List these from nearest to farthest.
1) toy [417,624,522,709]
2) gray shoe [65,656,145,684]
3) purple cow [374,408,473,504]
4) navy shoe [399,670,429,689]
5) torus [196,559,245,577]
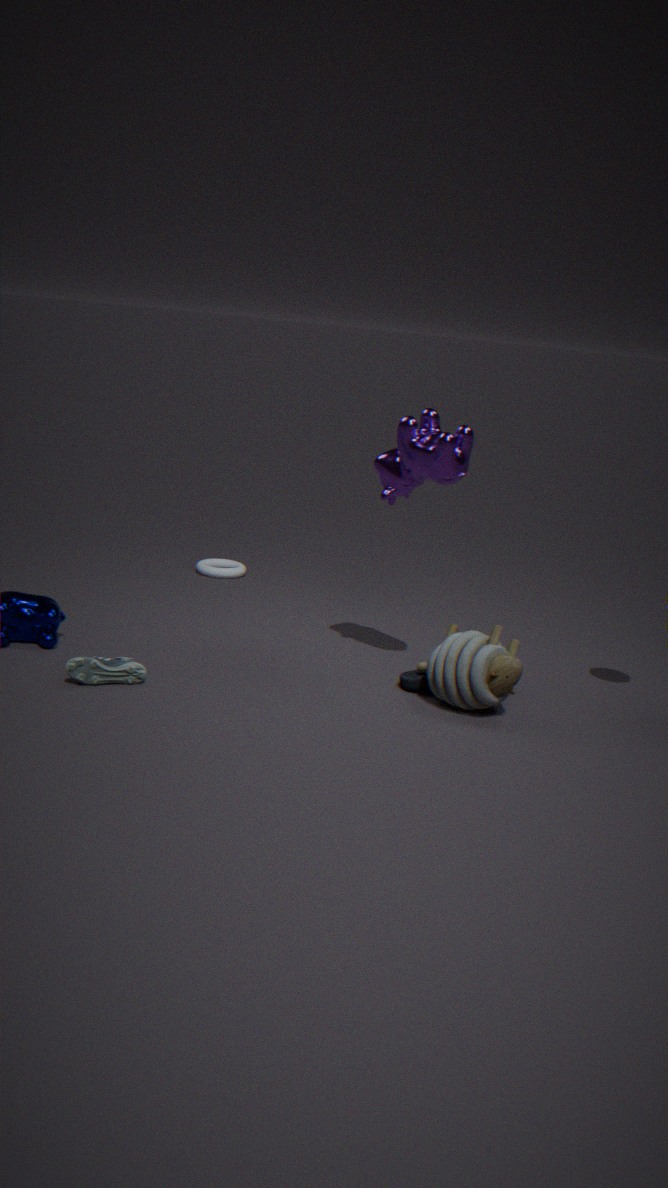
2. gray shoe [65,656,145,684], 1. toy [417,624,522,709], 3. purple cow [374,408,473,504], 4. navy shoe [399,670,429,689], 5. torus [196,559,245,577]
